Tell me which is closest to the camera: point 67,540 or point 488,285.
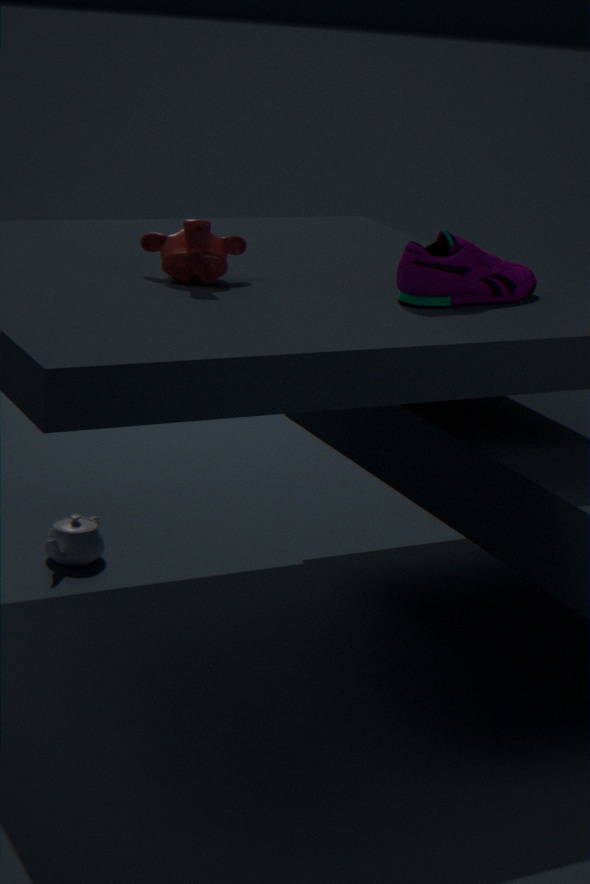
point 488,285
